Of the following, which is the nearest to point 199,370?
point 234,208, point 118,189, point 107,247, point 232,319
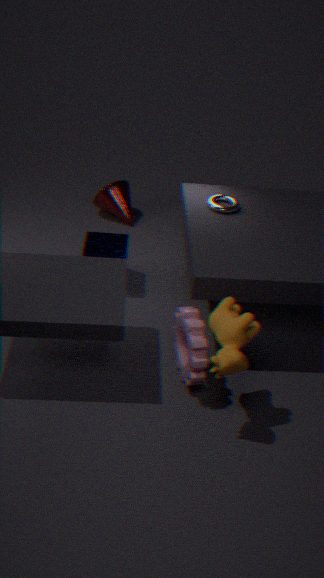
point 232,319
